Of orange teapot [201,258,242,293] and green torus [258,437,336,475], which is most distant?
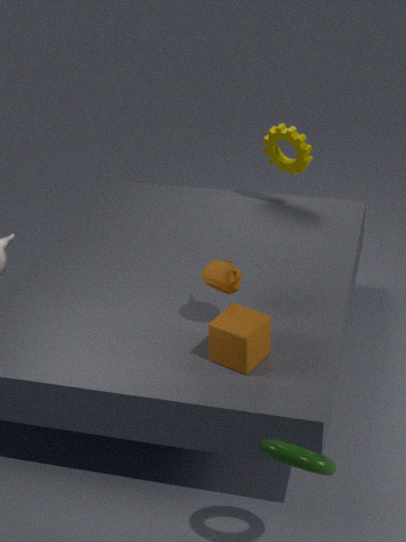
orange teapot [201,258,242,293]
